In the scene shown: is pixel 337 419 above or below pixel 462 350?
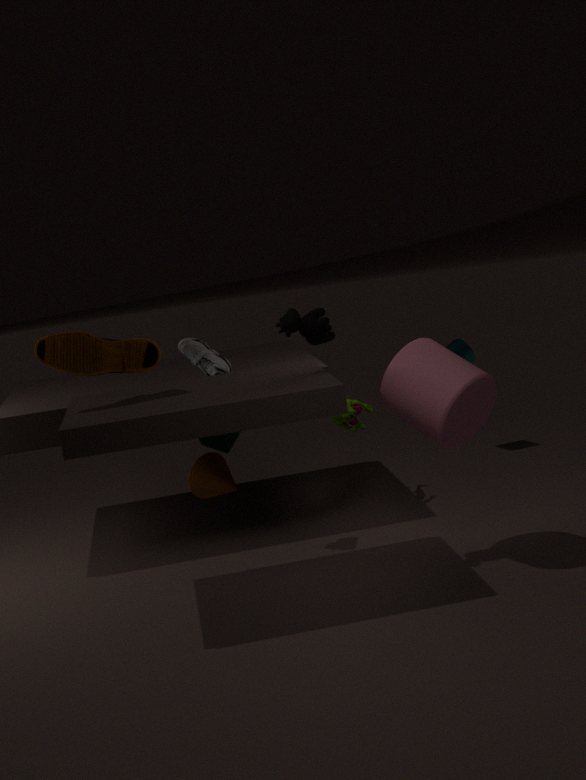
below
